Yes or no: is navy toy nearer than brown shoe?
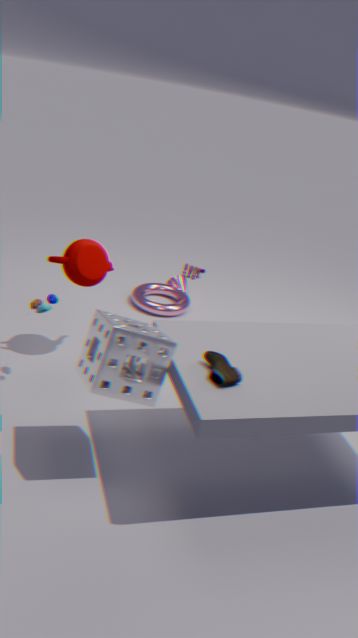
No
